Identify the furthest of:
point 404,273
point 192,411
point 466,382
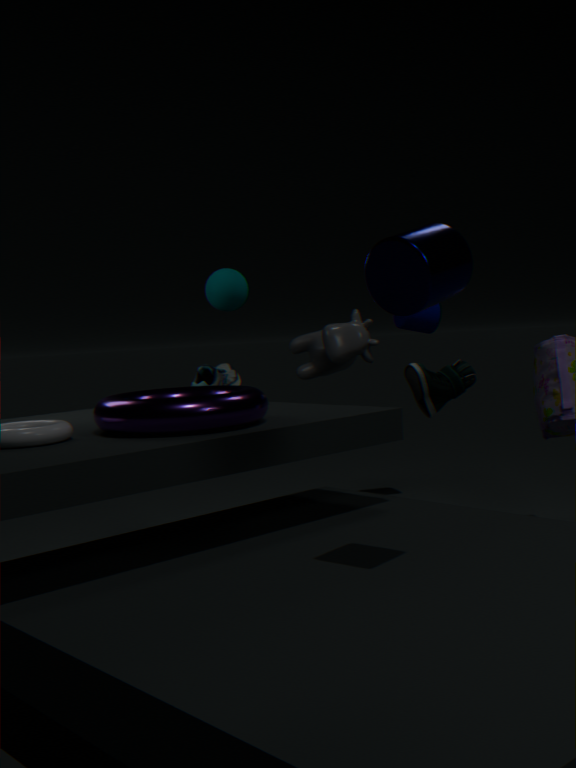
point 466,382
